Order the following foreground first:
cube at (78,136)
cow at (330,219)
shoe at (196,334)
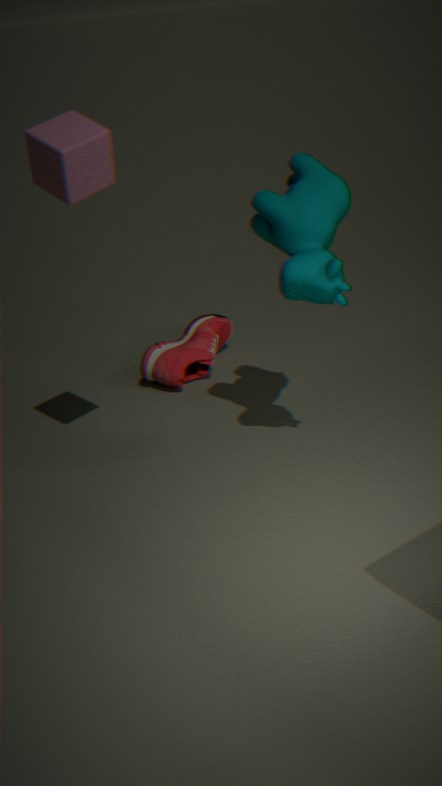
1. cube at (78,136)
2. cow at (330,219)
3. shoe at (196,334)
